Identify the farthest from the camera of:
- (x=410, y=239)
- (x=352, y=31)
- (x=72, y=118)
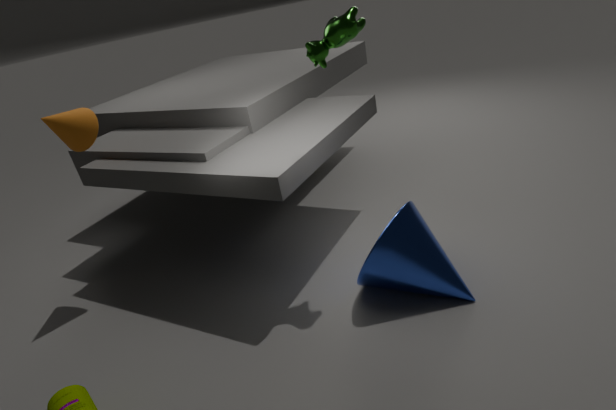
(x=72, y=118)
